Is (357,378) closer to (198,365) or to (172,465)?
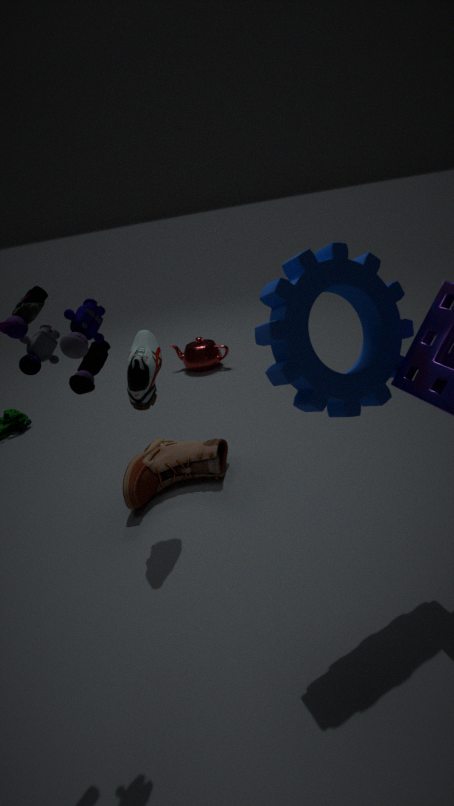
(172,465)
